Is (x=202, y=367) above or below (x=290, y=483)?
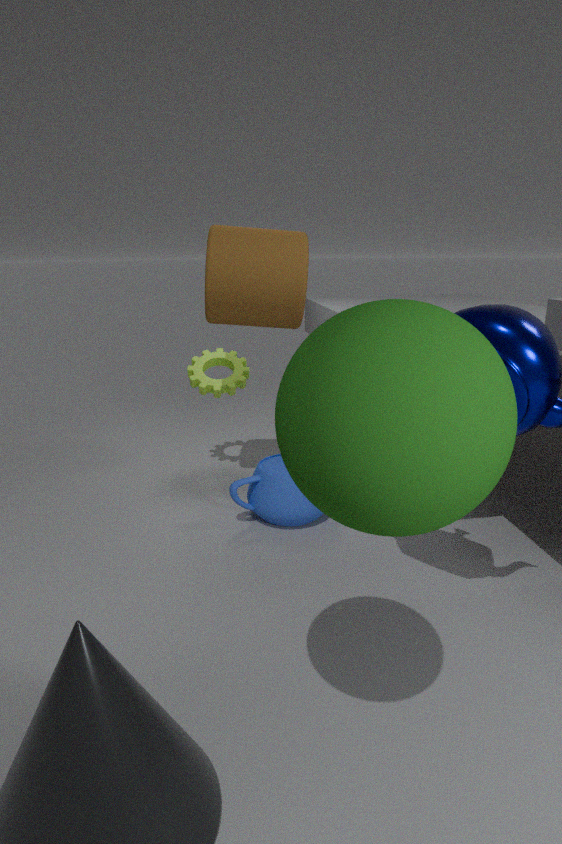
above
